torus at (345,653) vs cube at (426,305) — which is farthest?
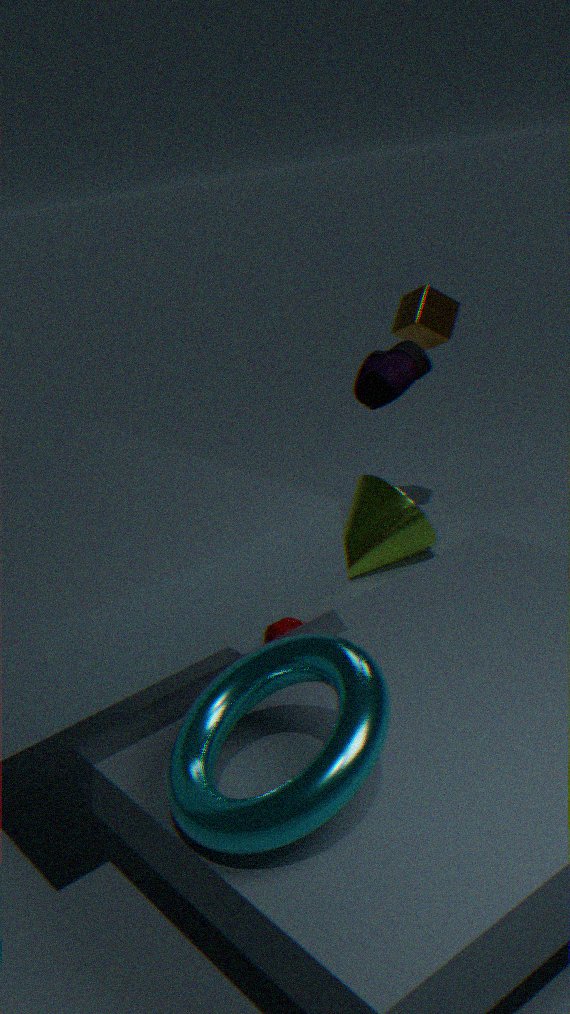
cube at (426,305)
